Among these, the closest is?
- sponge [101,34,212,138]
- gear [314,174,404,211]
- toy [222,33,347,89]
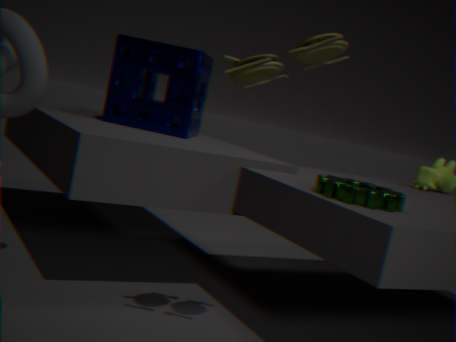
toy [222,33,347,89]
